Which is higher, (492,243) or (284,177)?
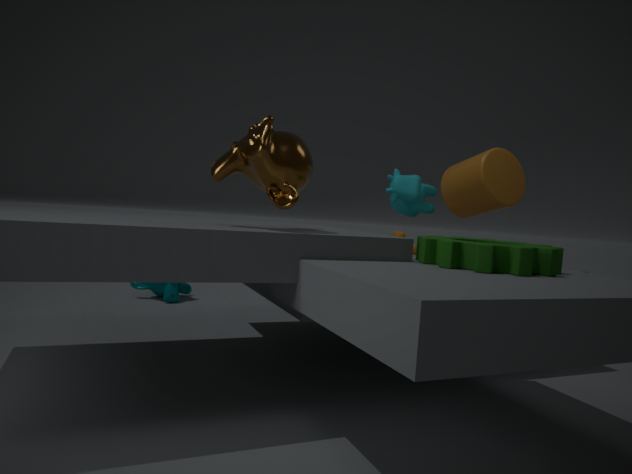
(284,177)
